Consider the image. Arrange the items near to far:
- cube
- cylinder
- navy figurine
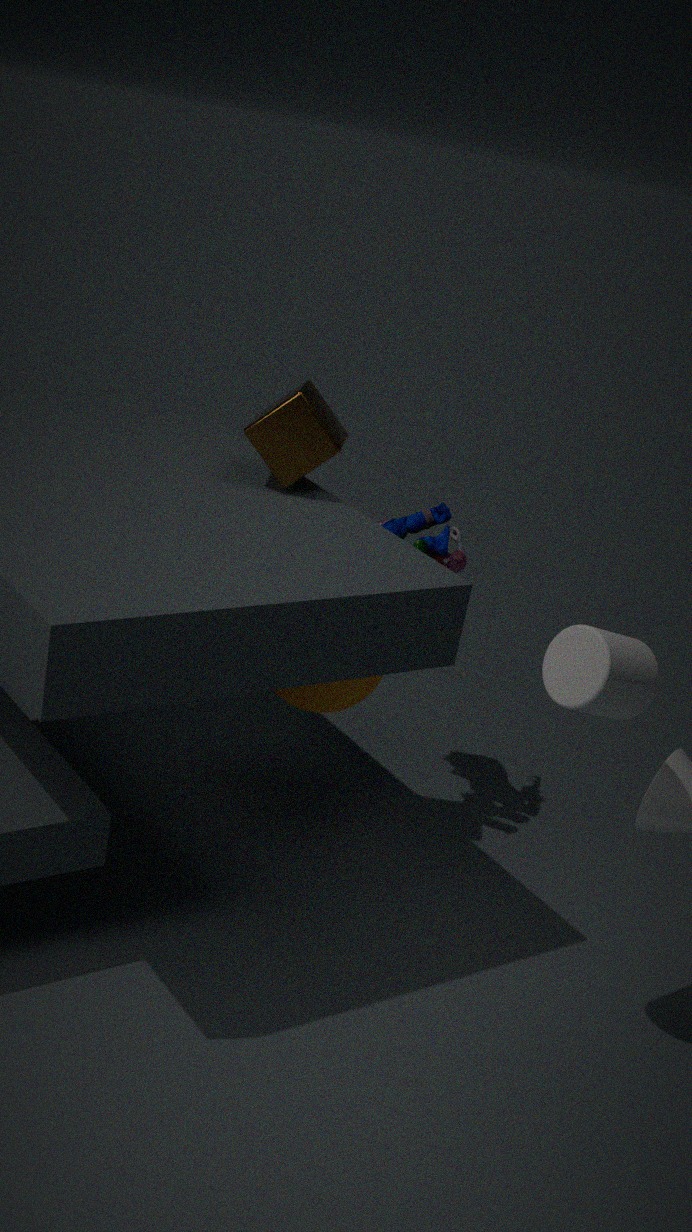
cylinder, cube, navy figurine
